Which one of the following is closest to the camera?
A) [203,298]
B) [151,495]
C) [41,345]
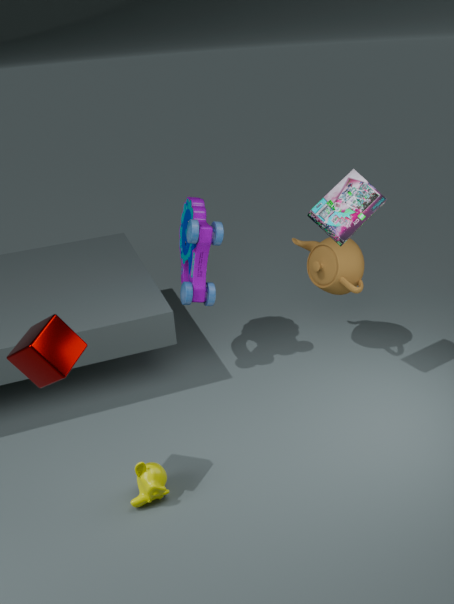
[41,345]
